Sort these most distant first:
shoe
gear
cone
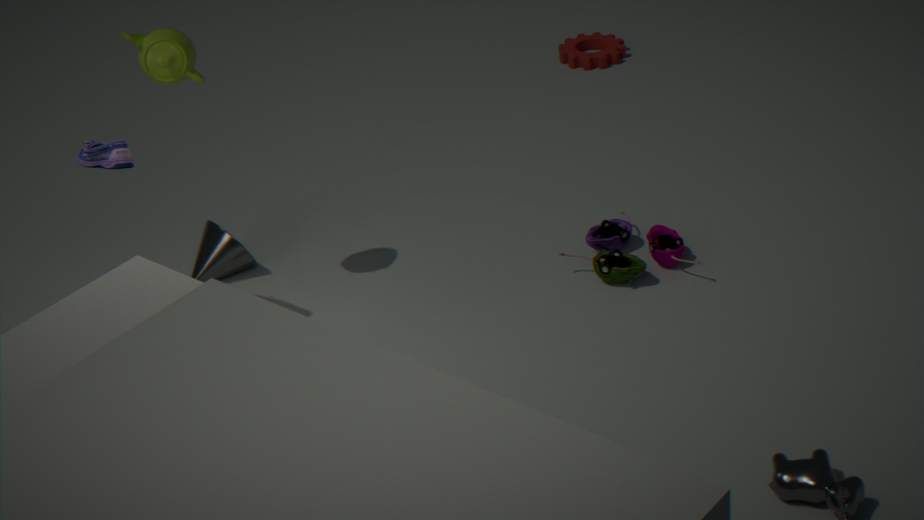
gear → cone → shoe
